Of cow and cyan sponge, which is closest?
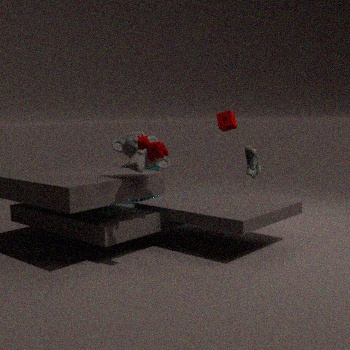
cow
